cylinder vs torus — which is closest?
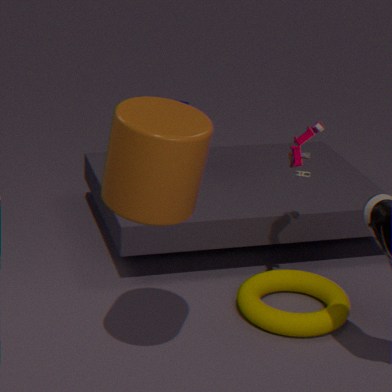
cylinder
